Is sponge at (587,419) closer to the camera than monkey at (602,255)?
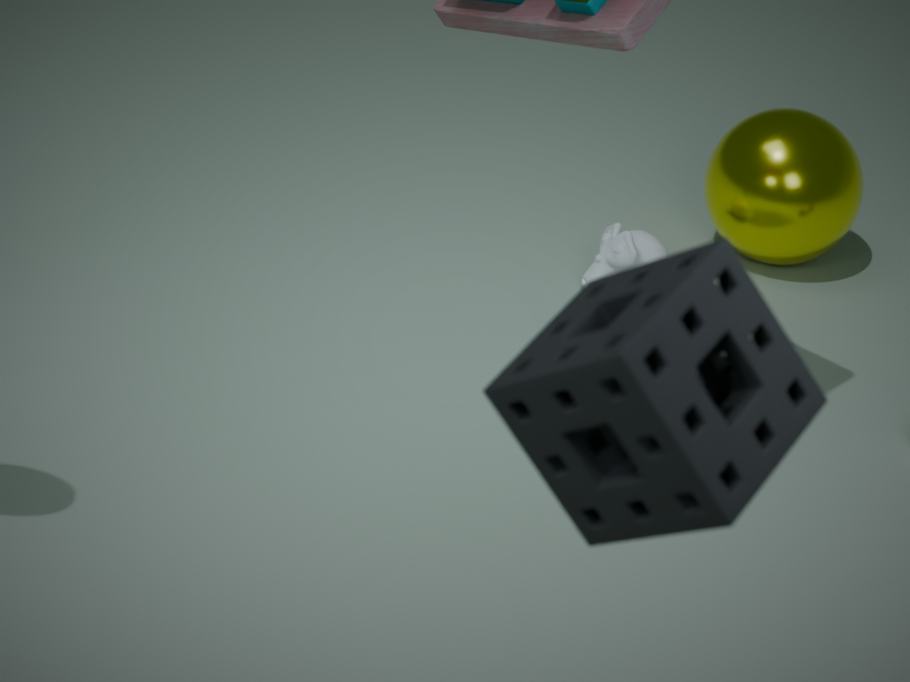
Yes
